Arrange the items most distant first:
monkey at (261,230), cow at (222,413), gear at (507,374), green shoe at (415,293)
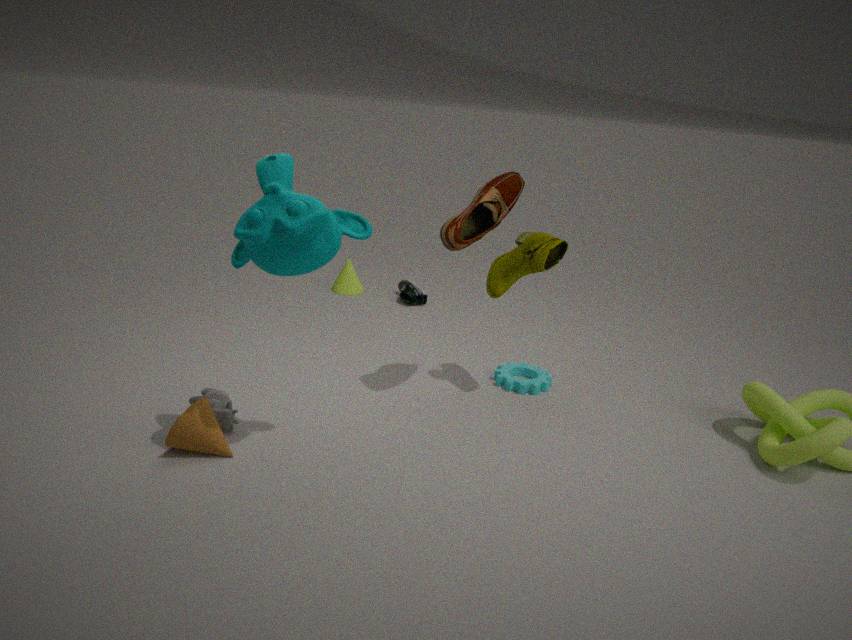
1. green shoe at (415,293)
2. gear at (507,374)
3. cow at (222,413)
4. monkey at (261,230)
